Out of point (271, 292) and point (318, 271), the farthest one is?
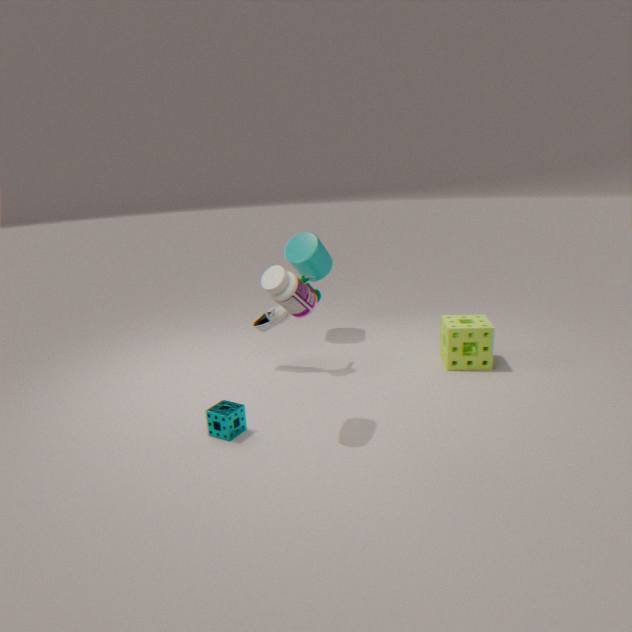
point (318, 271)
